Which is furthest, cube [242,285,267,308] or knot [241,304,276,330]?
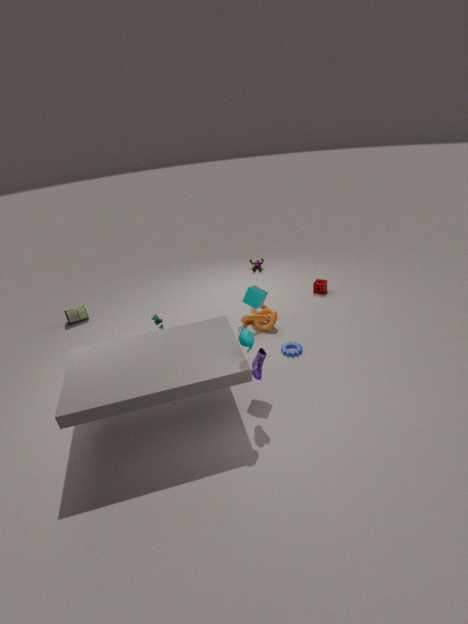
knot [241,304,276,330]
